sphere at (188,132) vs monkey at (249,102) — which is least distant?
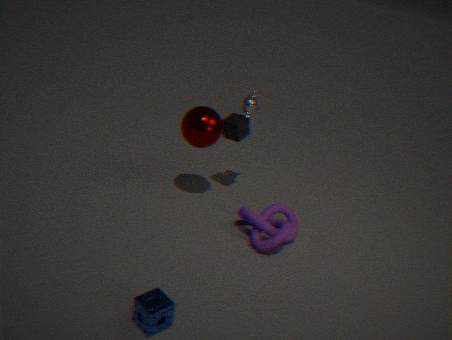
sphere at (188,132)
